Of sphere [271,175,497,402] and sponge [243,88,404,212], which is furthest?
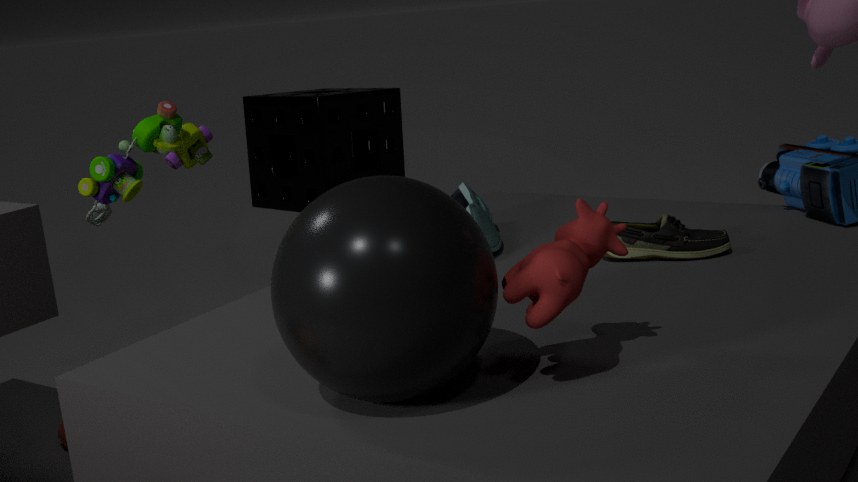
sponge [243,88,404,212]
